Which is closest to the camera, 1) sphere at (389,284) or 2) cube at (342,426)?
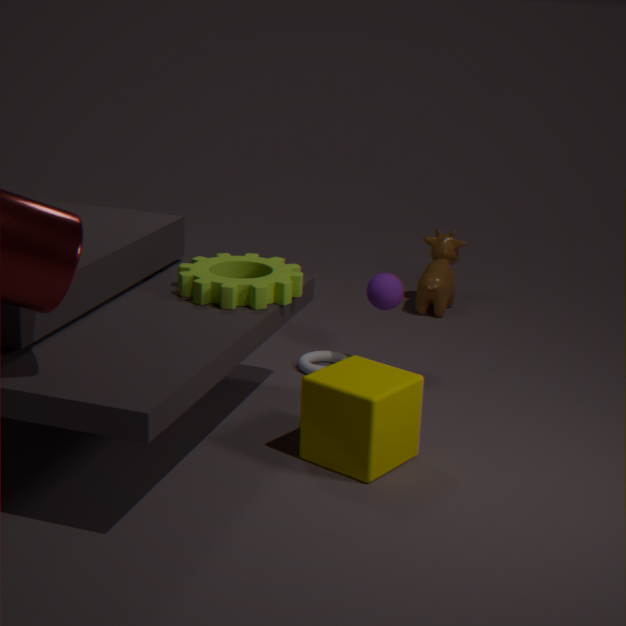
2. cube at (342,426)
